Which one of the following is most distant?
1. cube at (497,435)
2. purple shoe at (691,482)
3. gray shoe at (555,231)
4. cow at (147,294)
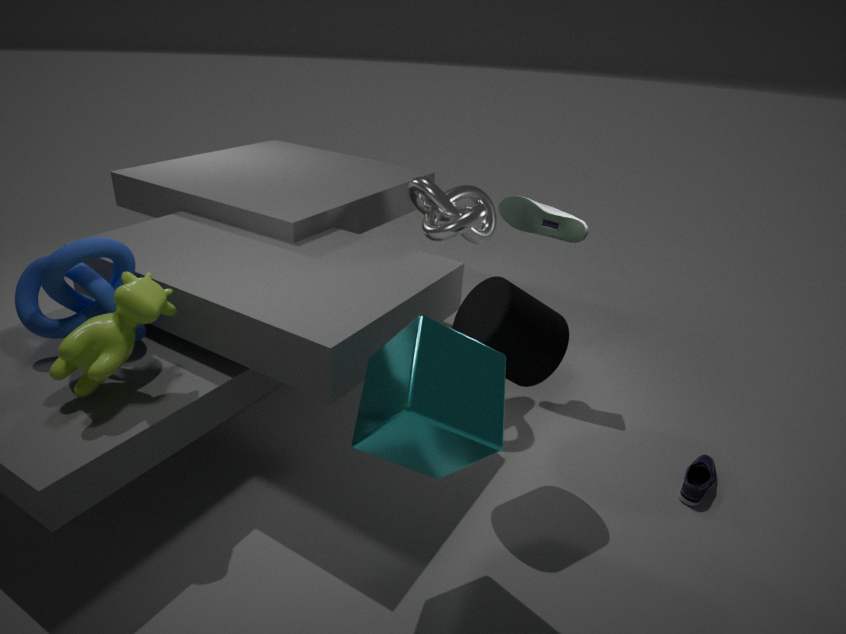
gray shoe at (555,231)
